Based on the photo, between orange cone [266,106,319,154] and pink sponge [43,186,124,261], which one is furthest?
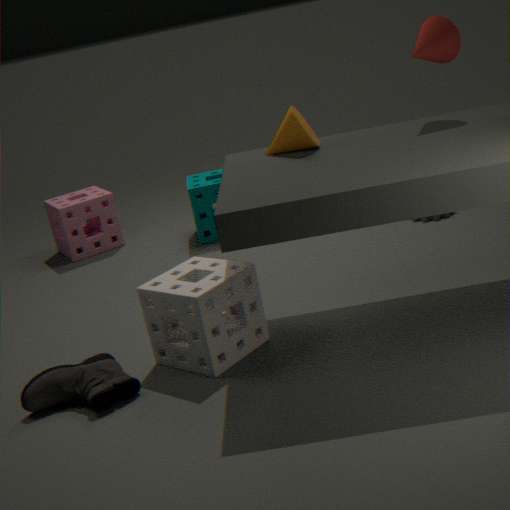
pink sponge [43,186,124,261]
